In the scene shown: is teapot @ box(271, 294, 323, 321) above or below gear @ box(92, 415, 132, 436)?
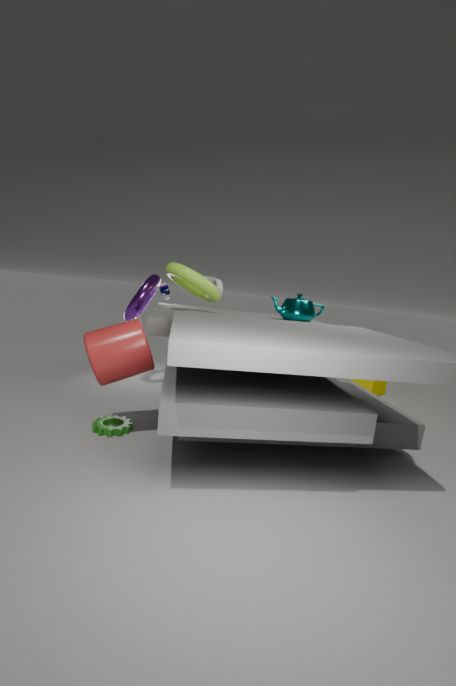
above
